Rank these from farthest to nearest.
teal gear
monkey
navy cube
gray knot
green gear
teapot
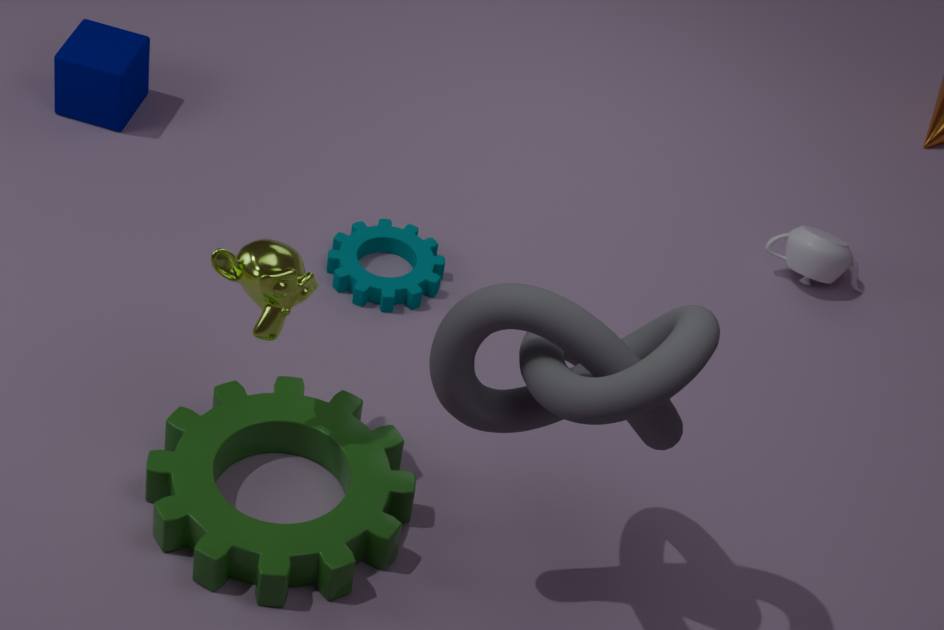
navy cube < teapot < teal gear < green gear < monkey < gray knot
